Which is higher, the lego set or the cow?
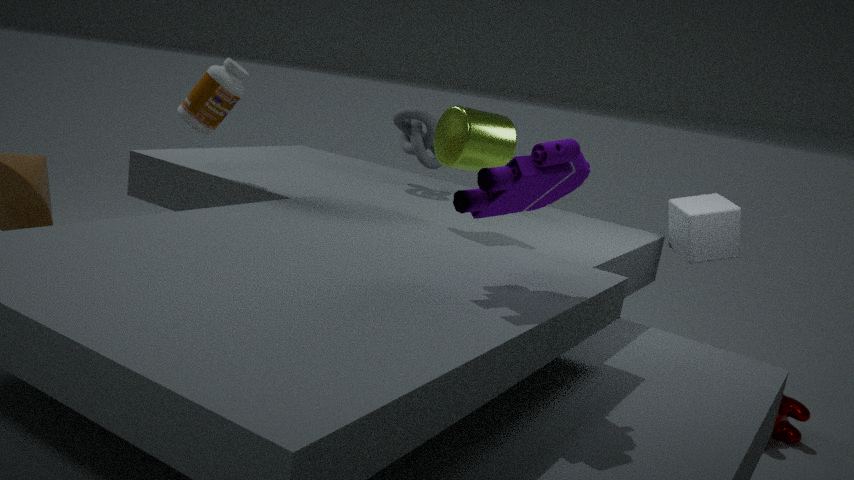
the lego set
